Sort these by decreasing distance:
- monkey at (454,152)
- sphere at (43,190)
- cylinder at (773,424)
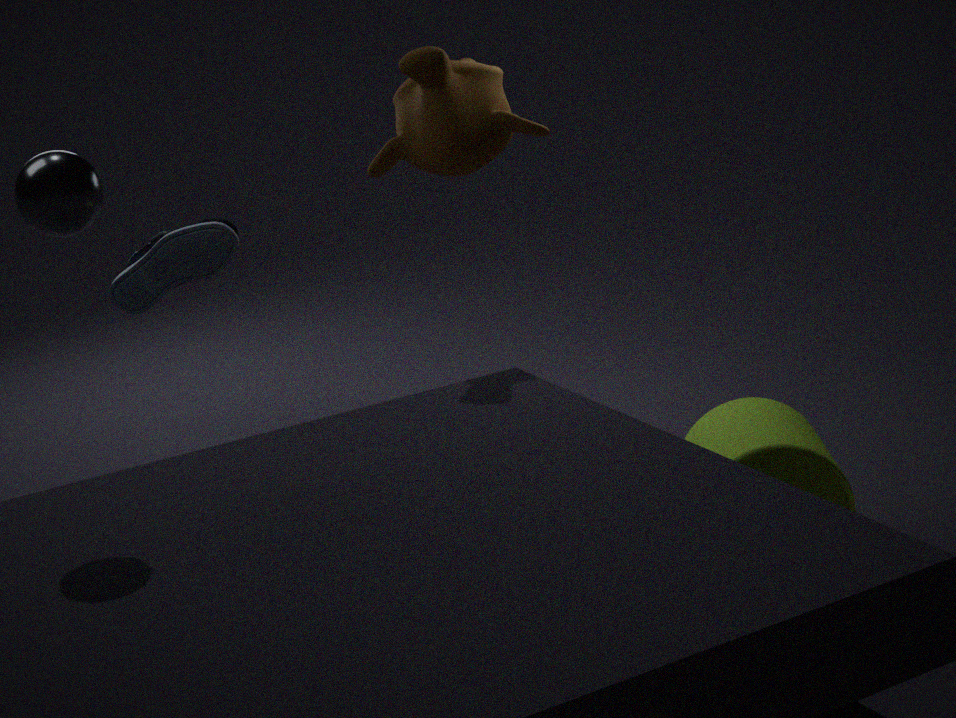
monkey at (454,152), cylinder at (773,424), sphere at (43,190)
